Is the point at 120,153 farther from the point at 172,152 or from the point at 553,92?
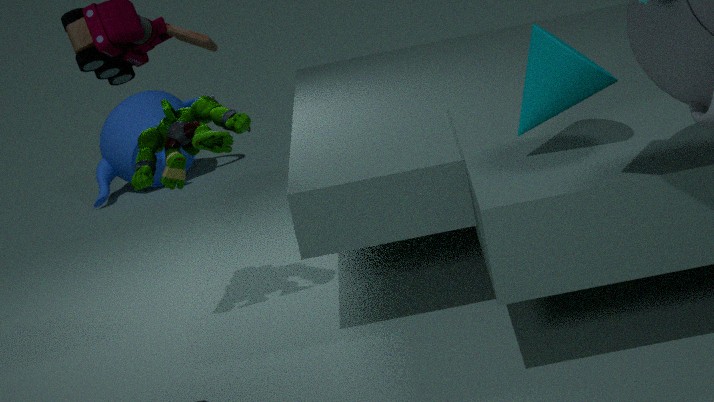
the point at 553,92
